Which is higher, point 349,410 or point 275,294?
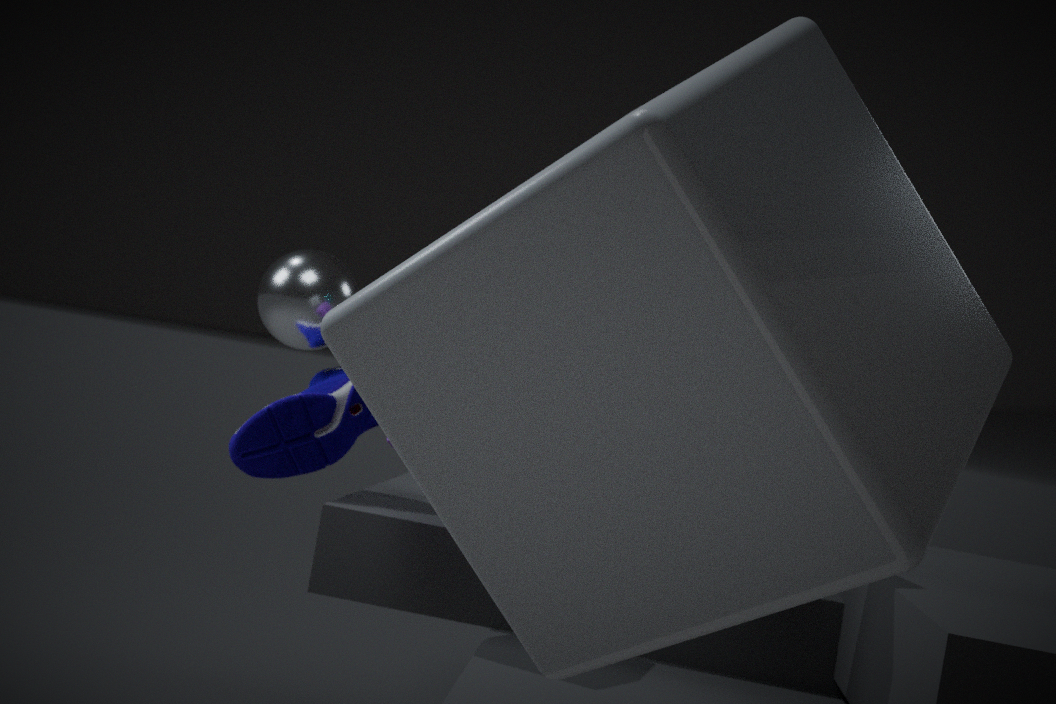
point 275,294
